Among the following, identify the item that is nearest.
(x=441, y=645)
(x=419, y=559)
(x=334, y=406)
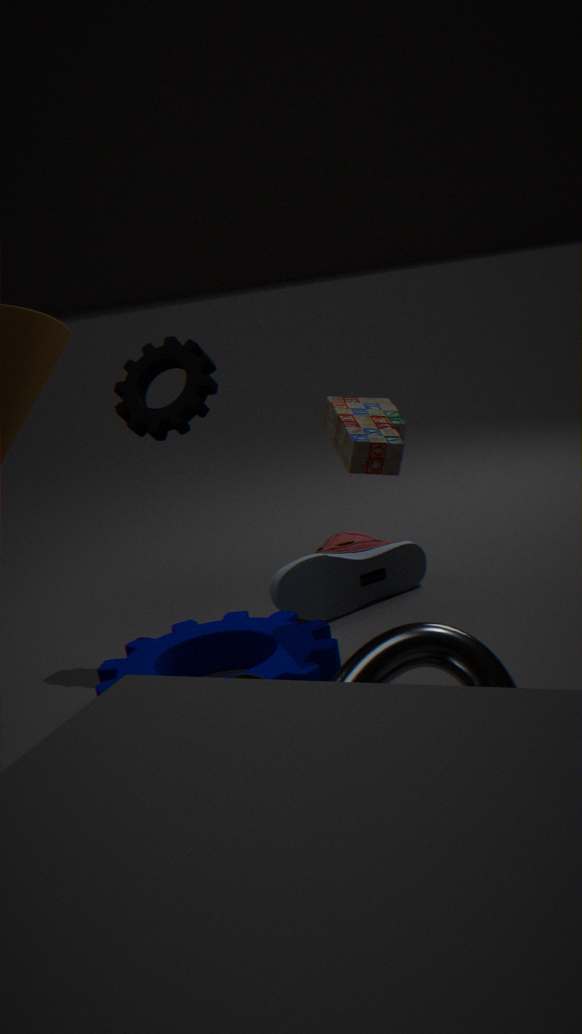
(x=441, y=645)
